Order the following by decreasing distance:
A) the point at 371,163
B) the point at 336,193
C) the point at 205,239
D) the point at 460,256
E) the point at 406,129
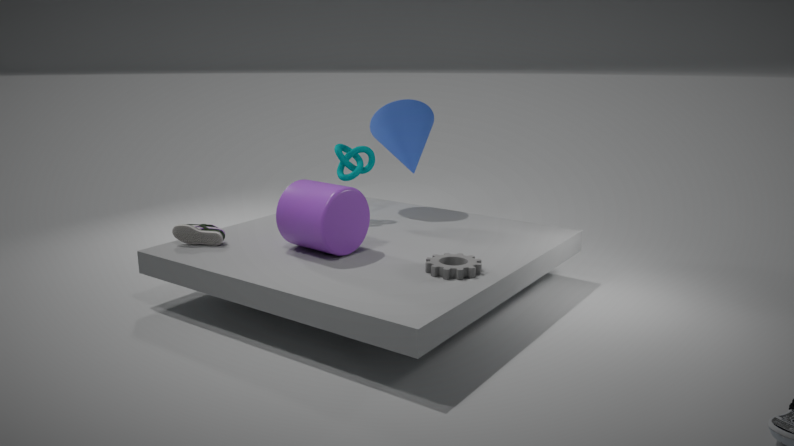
the point at 406,129, the point at 371,163, the point at 205,239, the point at 336,193, the point at 460,256
